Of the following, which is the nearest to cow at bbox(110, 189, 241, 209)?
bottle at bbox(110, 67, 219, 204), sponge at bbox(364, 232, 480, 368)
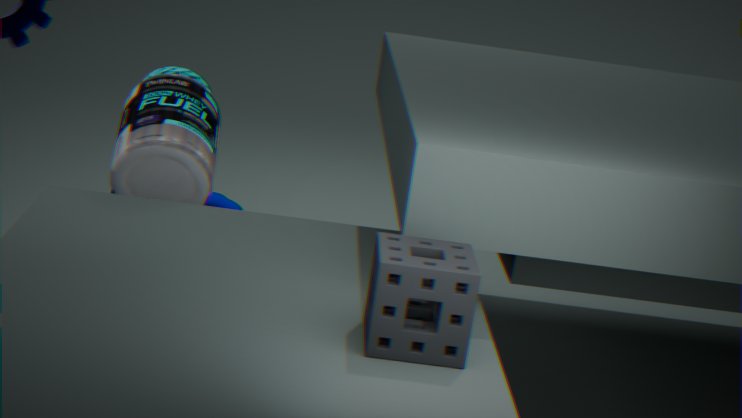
bottle at bbox(110, 67, 219, 204)
